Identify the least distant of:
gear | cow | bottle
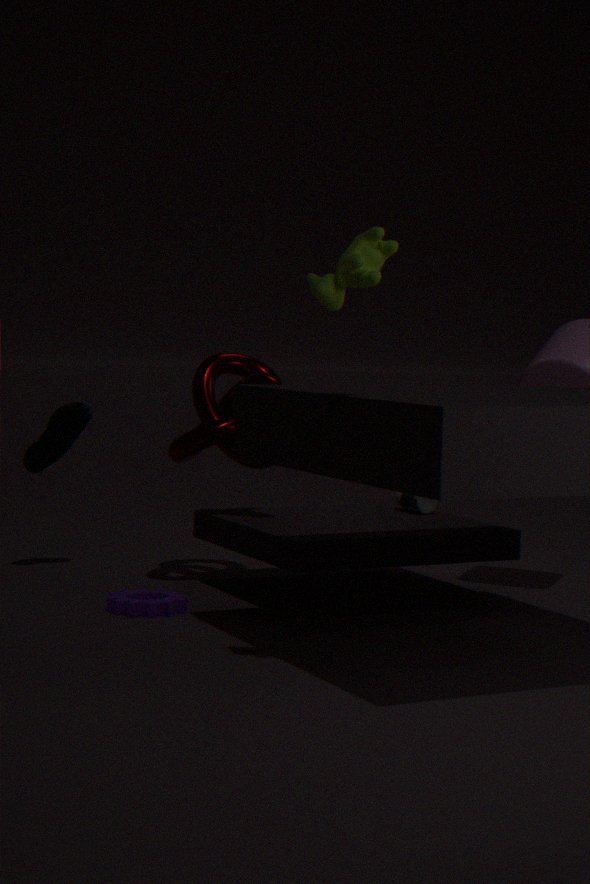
cow
